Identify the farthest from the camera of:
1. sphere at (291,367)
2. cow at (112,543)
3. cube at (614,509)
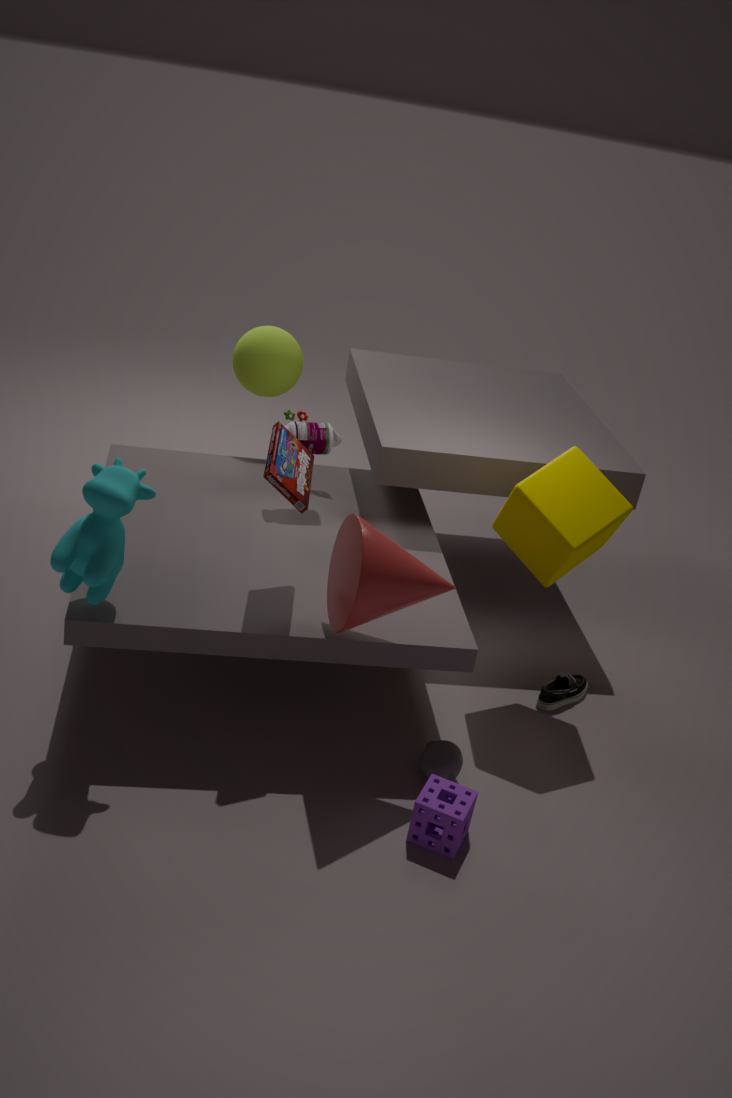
sphere at (291,367)
